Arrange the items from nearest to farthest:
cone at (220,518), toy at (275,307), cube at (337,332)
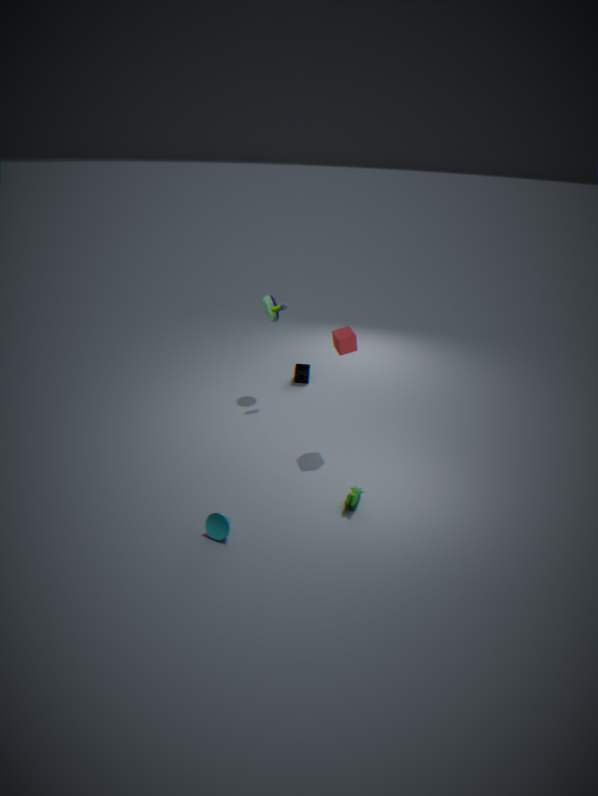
cone at (220,518)
cube at (337,332)
toy at (275,307)
